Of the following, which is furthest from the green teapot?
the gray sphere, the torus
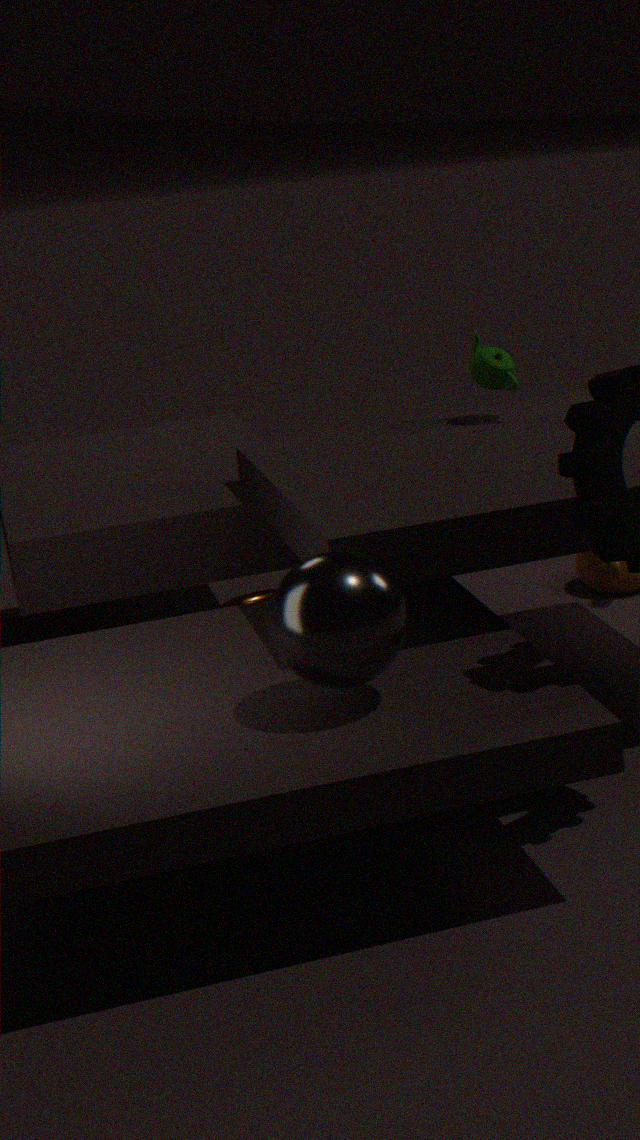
the gray sphere
